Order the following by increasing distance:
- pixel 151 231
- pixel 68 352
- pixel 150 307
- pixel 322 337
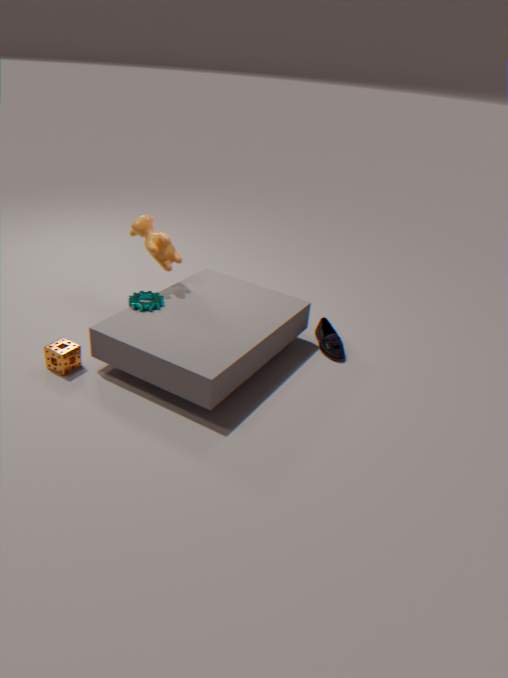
pixel 68 352 < pixel 150 307 < pixel 151 231 < pixel 322 337
